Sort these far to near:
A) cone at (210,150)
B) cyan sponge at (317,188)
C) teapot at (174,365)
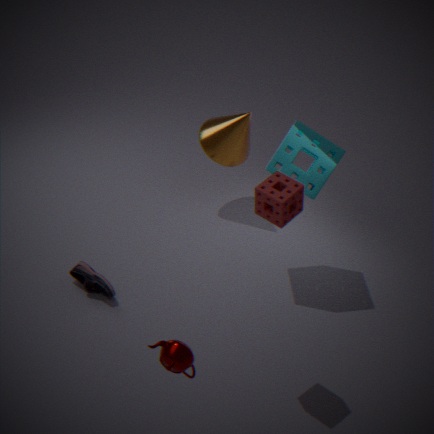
cone at (210,150)
cyan sponge at (317,188)
teapot at (174,365)
